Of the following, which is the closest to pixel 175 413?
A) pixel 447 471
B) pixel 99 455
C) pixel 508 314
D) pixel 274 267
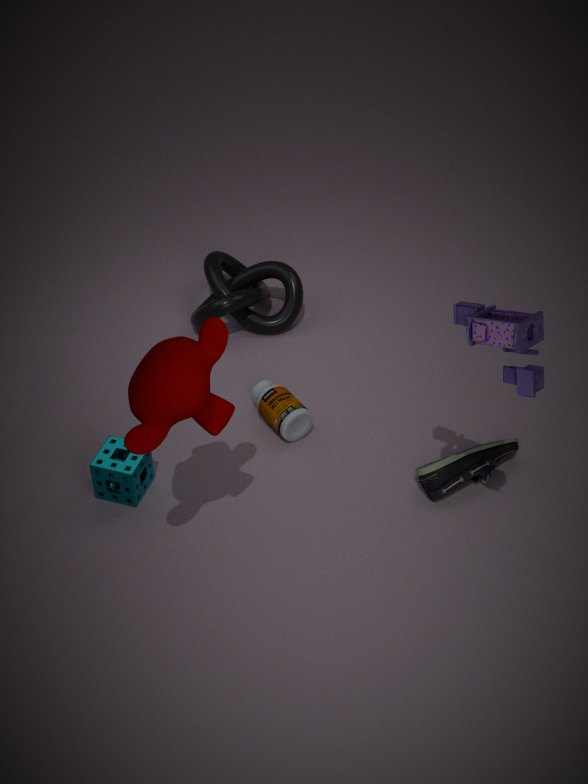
pixel 99 455
